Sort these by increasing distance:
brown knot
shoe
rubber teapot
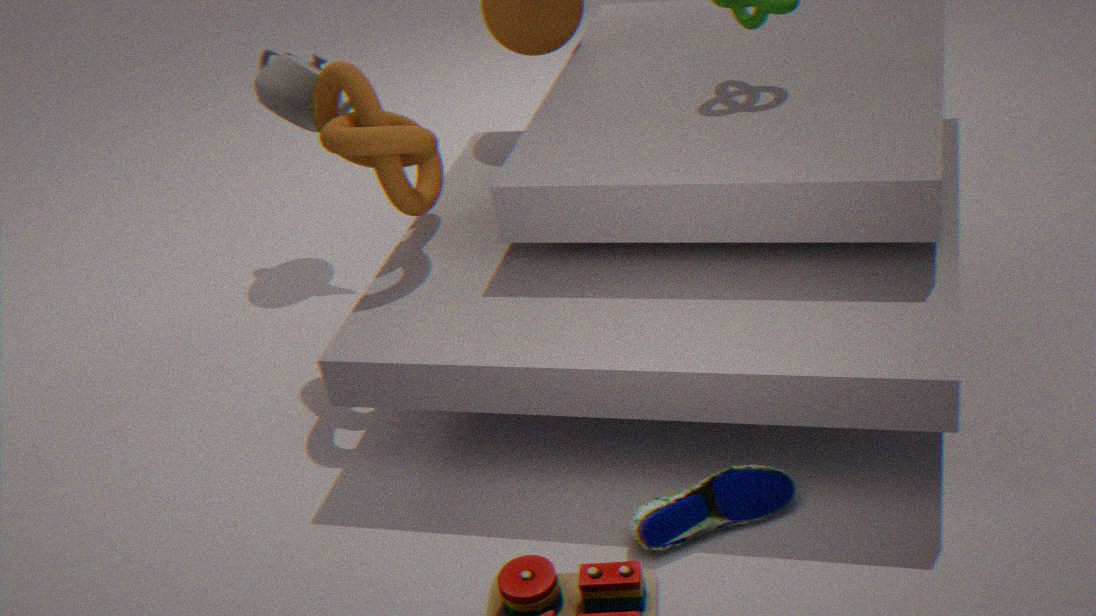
1. shoe
2. brown knot
3. rubber teapot
